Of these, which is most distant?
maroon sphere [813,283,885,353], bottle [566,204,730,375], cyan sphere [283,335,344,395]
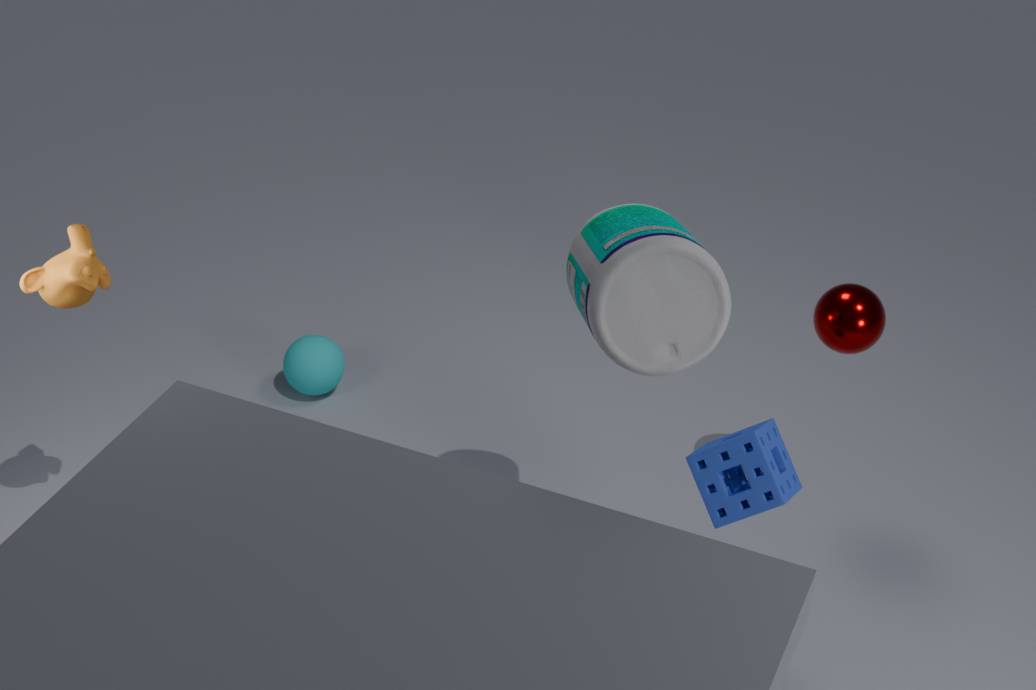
cyan sphere [283,335,344,395]
